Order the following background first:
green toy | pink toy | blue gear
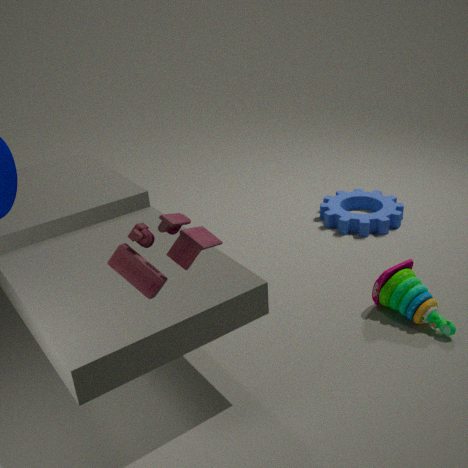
blue gear → green toy → pink toy
